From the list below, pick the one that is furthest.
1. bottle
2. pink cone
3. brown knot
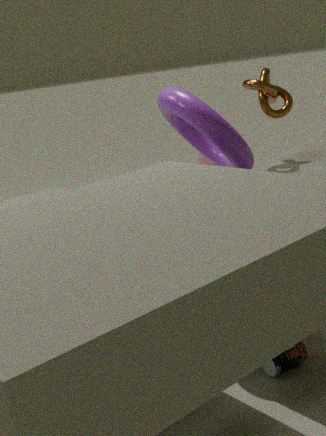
pink cone
